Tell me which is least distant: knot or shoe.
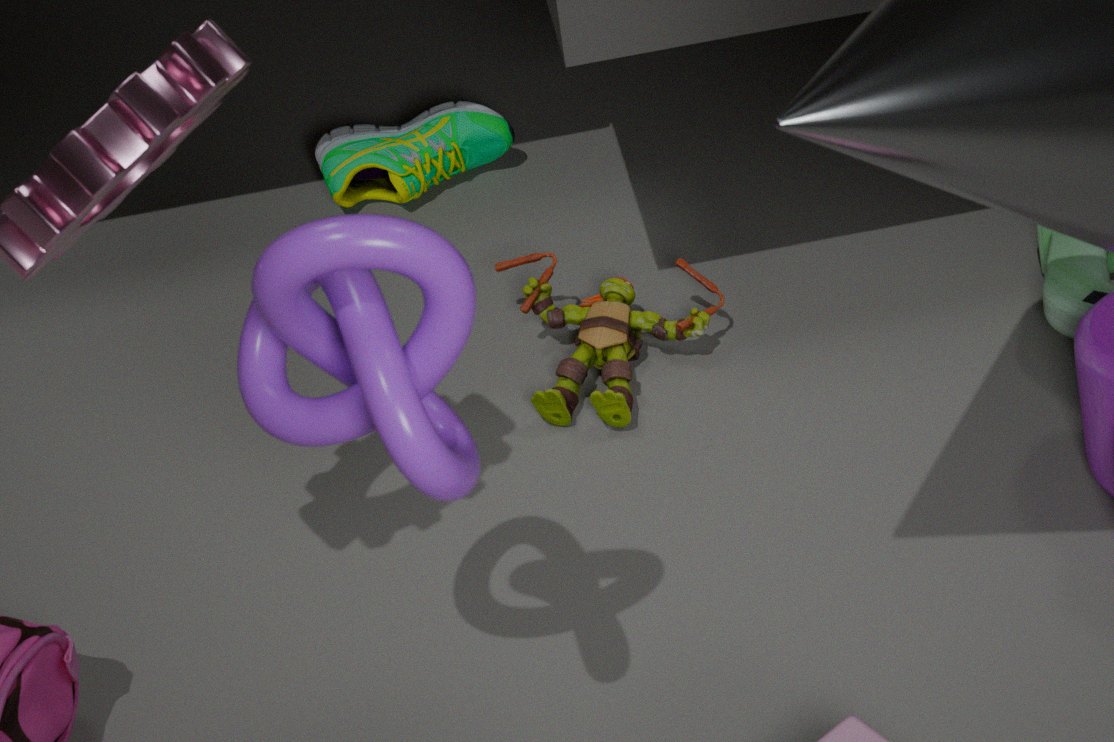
knot
